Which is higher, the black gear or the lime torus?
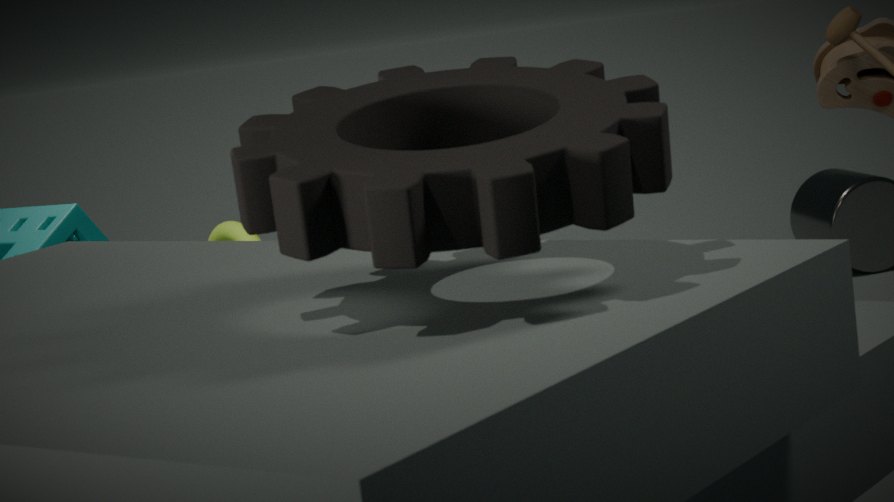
the black gear
